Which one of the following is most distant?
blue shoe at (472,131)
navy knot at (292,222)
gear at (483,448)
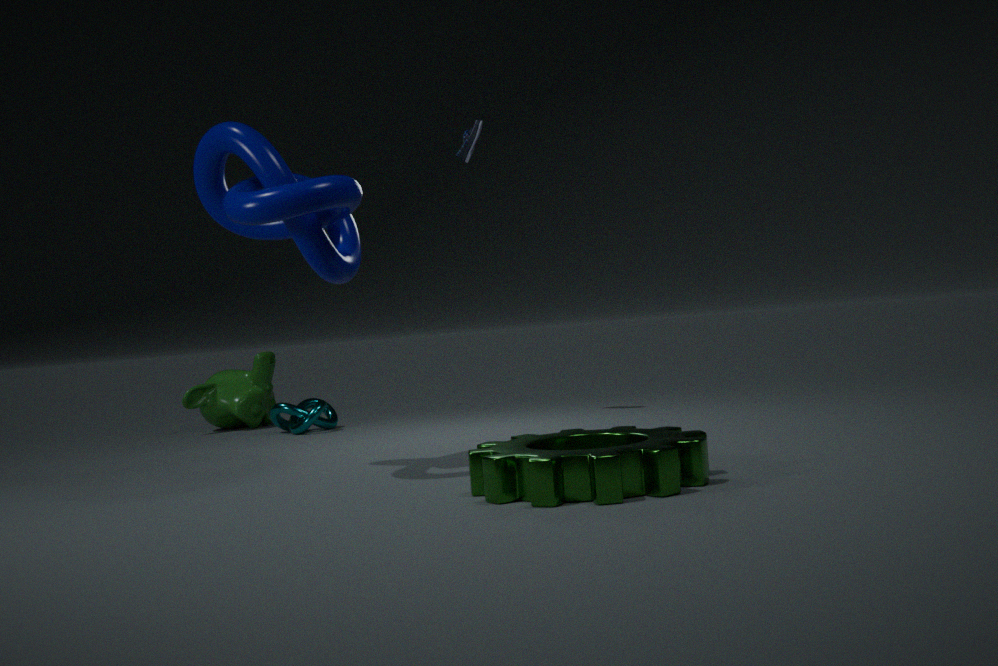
blue shoe at (472,131)
